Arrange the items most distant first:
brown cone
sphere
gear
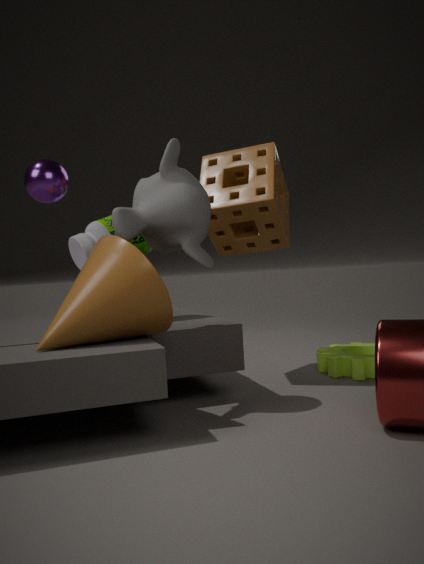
gear, sphere, brown cone
